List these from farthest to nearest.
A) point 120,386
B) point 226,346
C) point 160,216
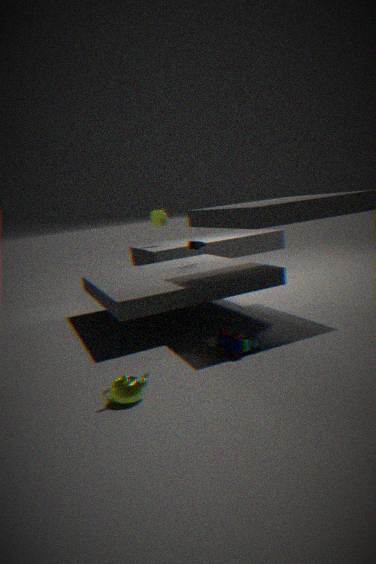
1. point 160,216
2. point 226,346
3. point 120,386
